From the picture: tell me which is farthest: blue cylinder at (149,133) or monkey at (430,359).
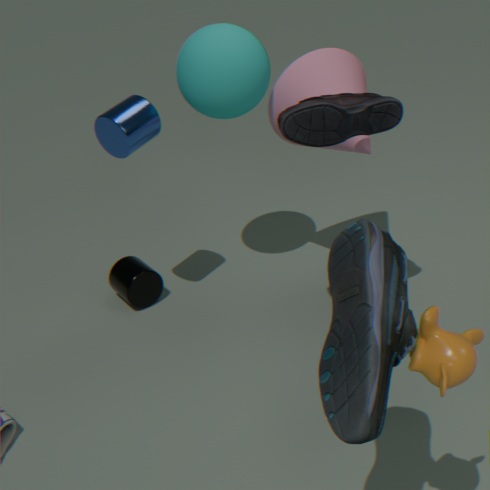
blue cylinder at (149,133)
